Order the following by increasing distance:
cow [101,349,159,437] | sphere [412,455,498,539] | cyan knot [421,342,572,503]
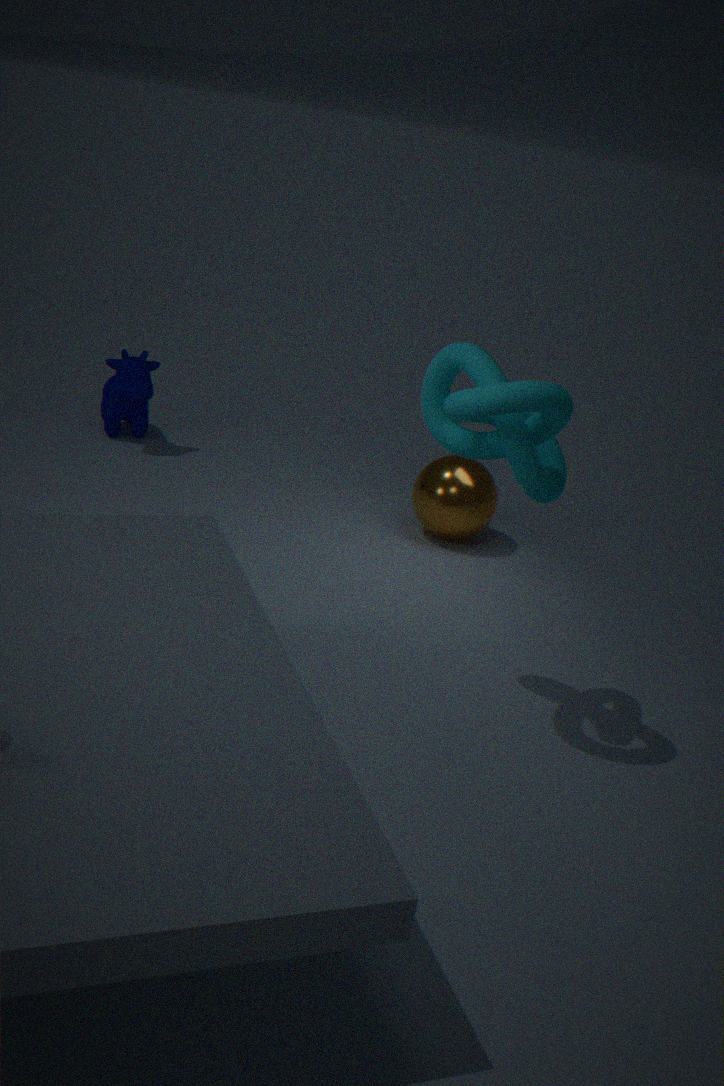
cyan knot [421,342,572,503], sphere [412,455,498,539], cow [101,349,159,437]
